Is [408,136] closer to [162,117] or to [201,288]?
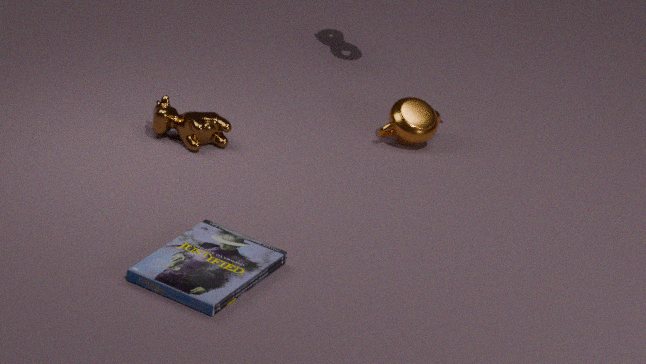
[162,117]
